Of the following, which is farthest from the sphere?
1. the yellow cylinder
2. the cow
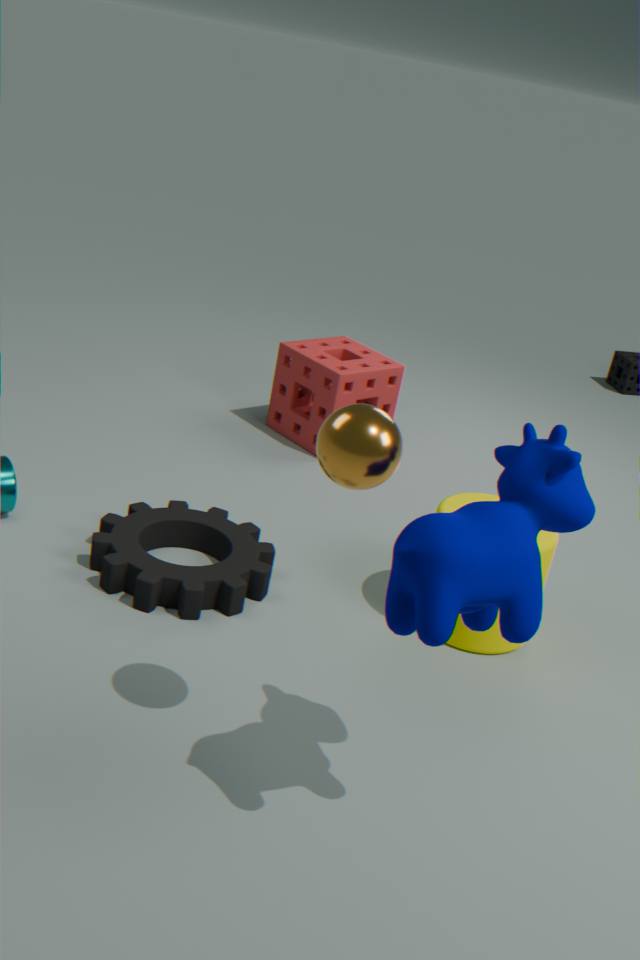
the yellow cylinder
